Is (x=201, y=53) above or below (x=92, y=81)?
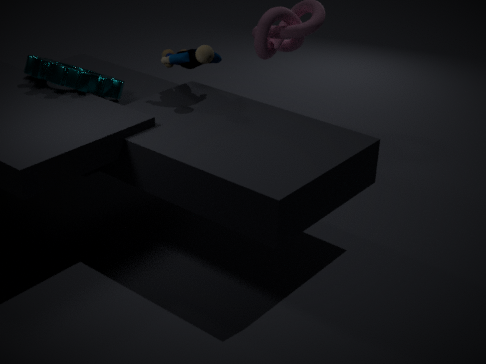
above
